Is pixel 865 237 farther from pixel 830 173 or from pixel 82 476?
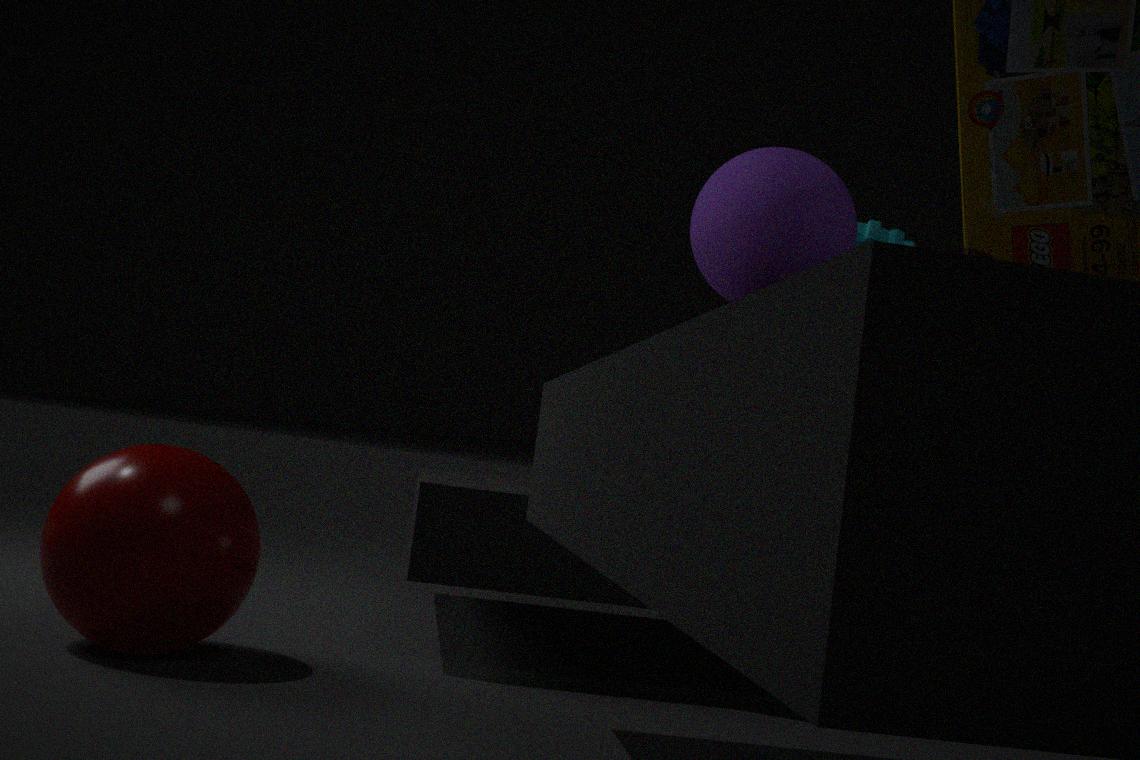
pixel 82 476
